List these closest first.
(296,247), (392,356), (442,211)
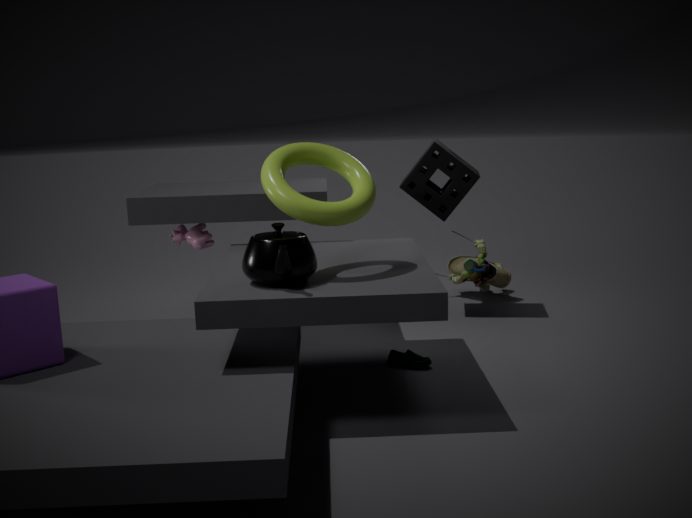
(296,247) → (392,356) → (442,211)
